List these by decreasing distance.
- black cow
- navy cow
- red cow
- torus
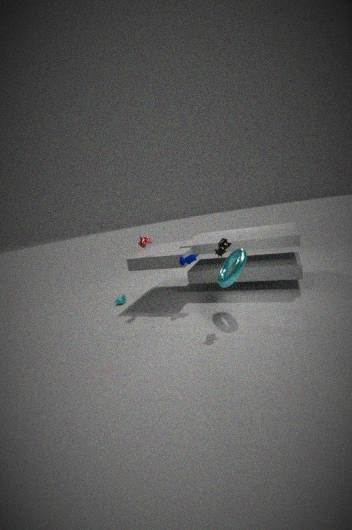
red cow
navy cow
torus
black cow
